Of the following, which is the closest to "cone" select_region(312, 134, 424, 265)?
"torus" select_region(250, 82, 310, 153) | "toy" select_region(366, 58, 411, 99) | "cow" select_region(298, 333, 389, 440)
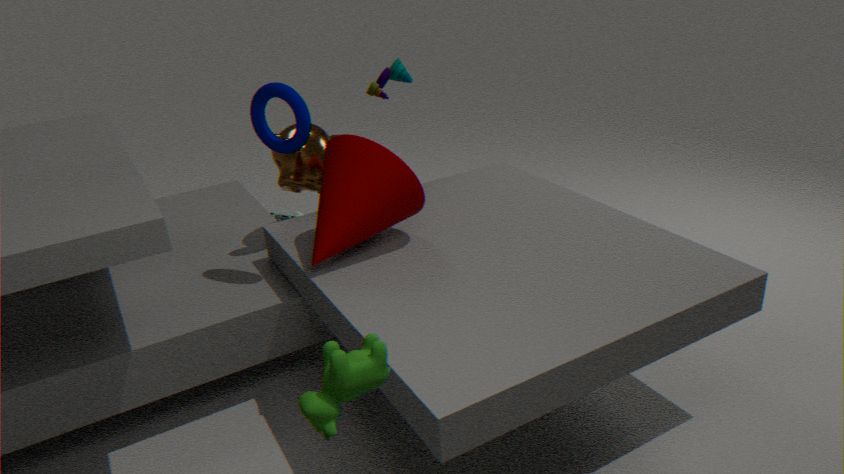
"torus" select_region(250, 82, 310, 153)
